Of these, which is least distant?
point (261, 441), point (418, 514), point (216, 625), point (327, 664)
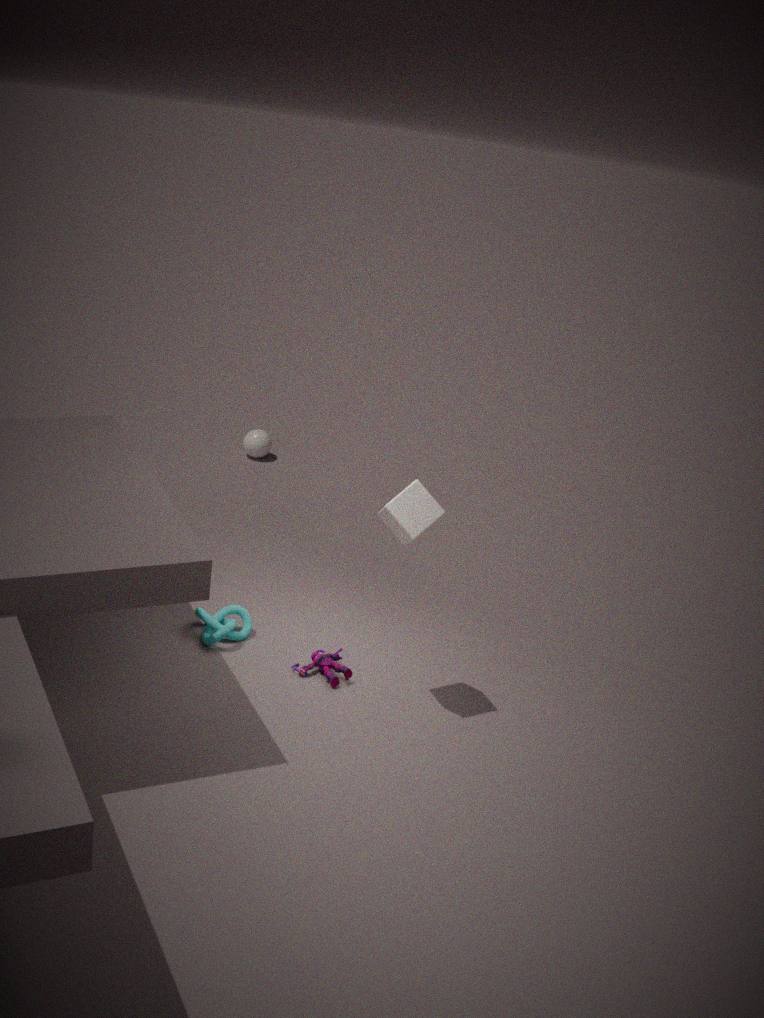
point (418, 514)
